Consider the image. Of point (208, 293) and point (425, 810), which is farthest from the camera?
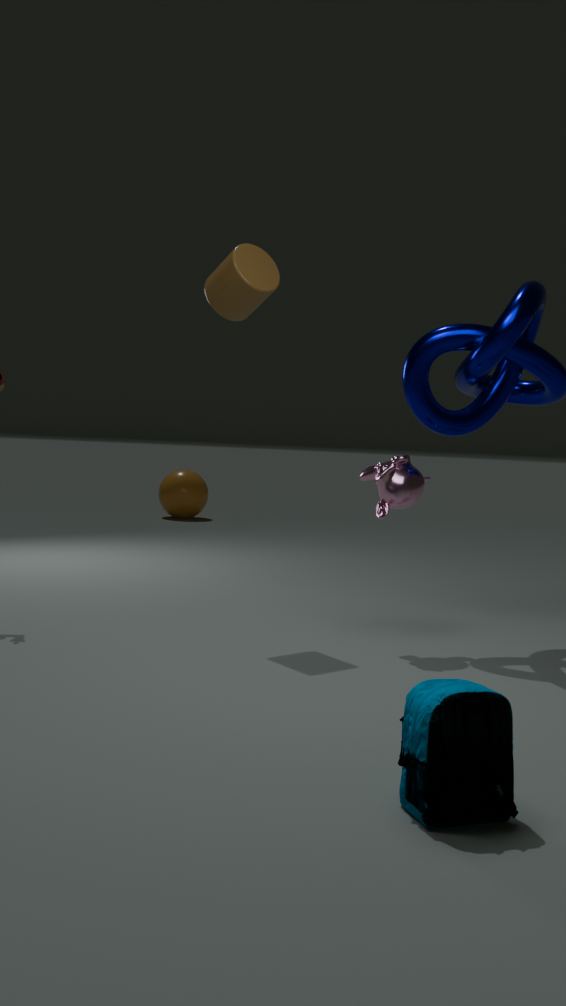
point (208, 293)
